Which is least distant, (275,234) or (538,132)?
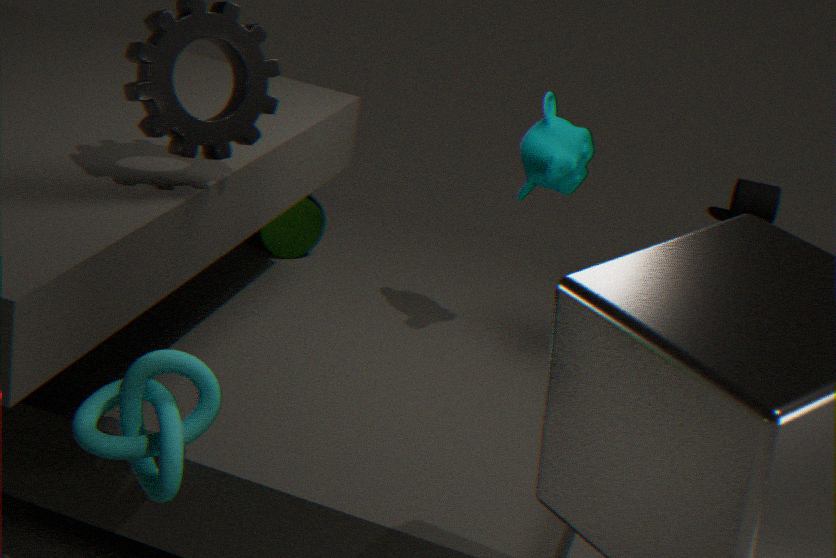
(538,132)
